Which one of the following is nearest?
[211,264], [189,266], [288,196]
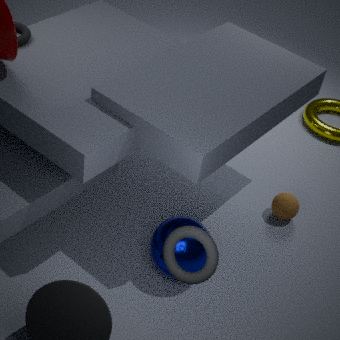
[211,264]
